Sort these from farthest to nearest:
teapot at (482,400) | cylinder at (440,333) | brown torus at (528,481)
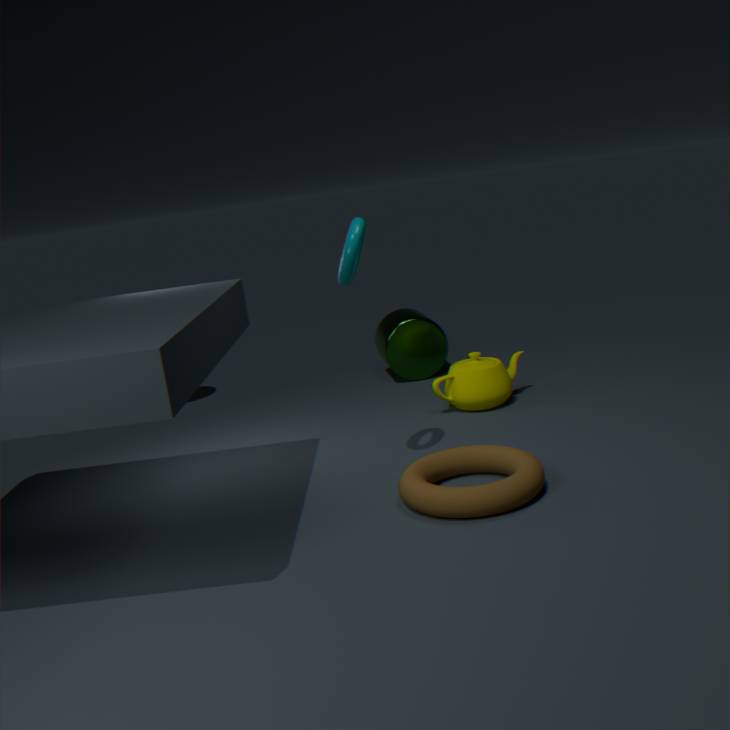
cylinder at (440,333) < teapot at (482,400) < brown torus at (528,481)
